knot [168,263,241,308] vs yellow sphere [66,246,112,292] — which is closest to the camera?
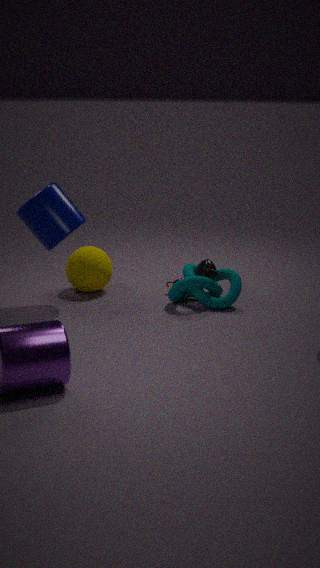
knot [168,263,241,308]
